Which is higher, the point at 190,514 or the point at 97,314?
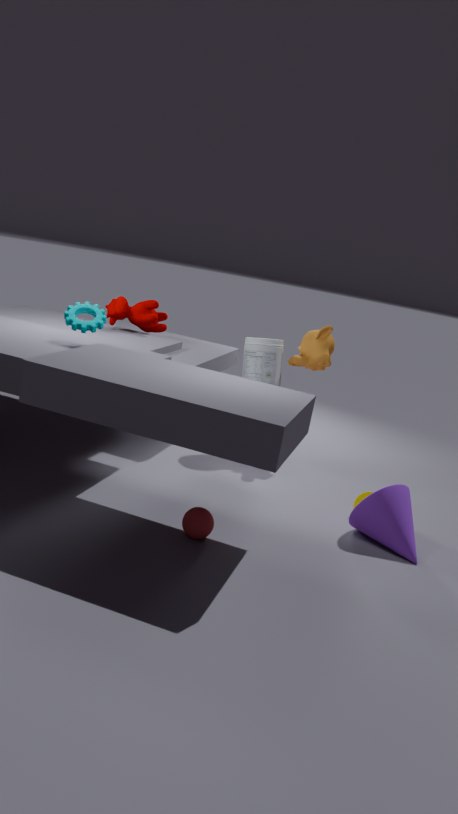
the point at 97,314
